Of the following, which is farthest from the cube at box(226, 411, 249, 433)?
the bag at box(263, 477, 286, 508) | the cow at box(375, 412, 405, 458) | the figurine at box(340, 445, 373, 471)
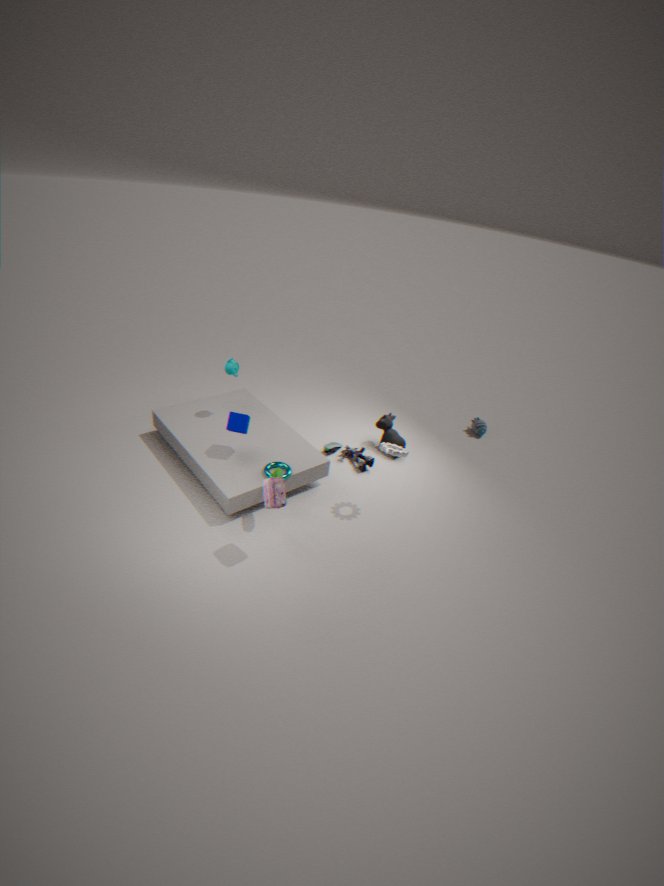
the cow at box(375, 412, 405, 458)
